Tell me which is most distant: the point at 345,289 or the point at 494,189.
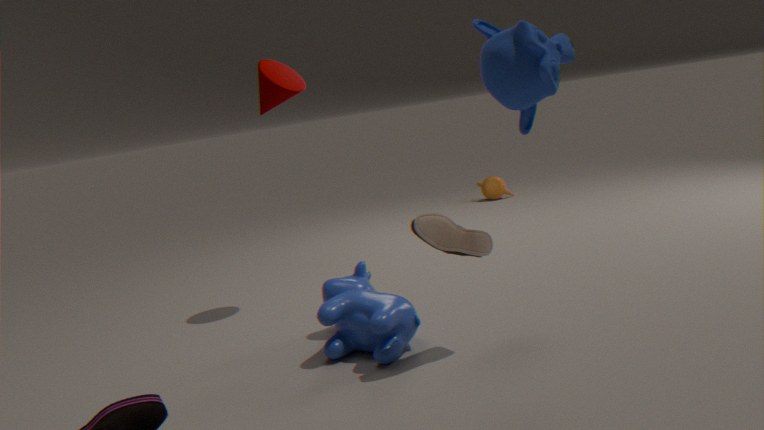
the point at 494,189
